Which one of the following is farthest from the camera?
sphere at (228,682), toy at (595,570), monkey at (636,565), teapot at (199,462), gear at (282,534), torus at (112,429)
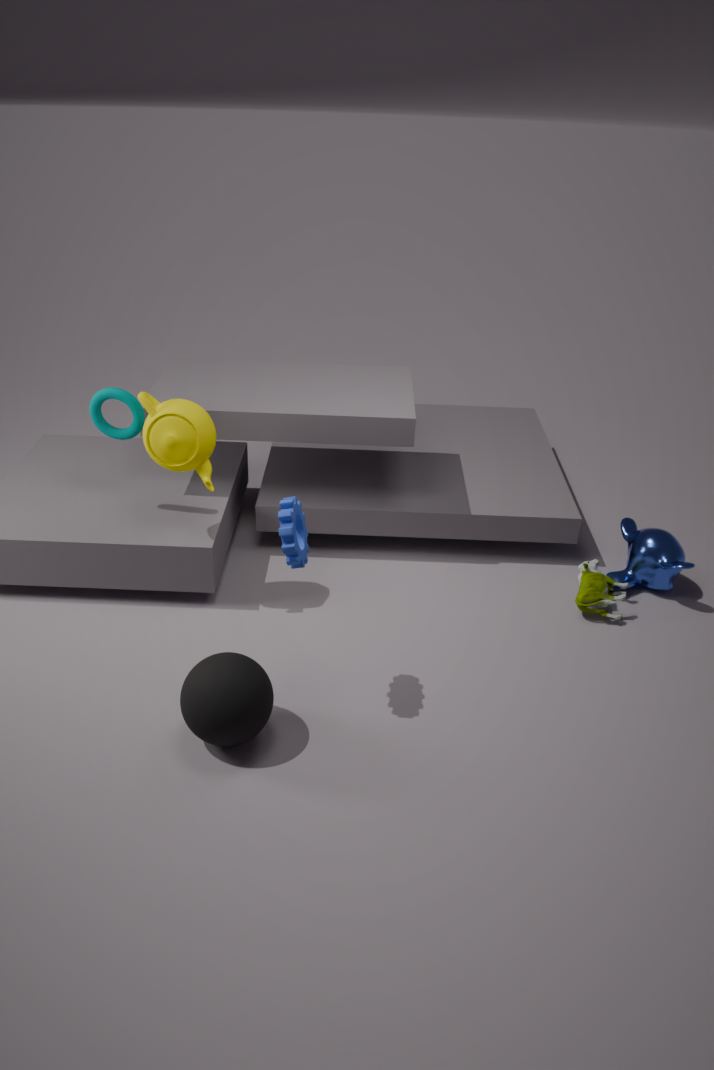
monkey at (636,565)
